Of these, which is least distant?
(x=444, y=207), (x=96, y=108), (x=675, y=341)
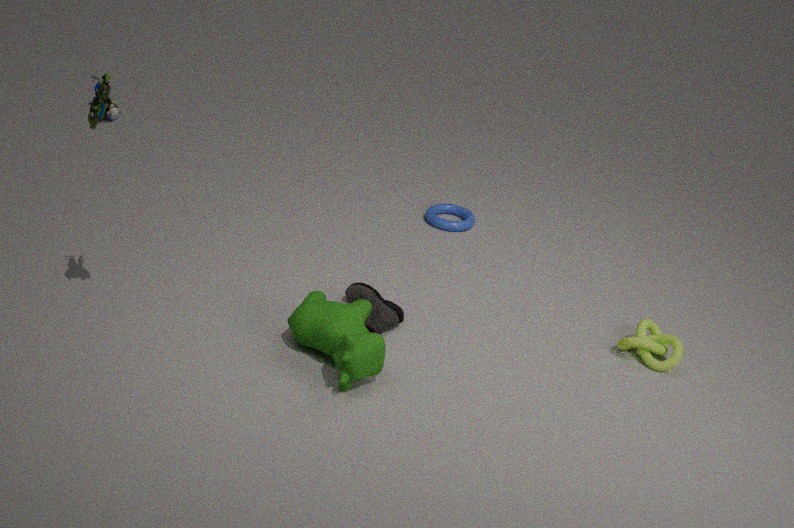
(x=96, y=108)
